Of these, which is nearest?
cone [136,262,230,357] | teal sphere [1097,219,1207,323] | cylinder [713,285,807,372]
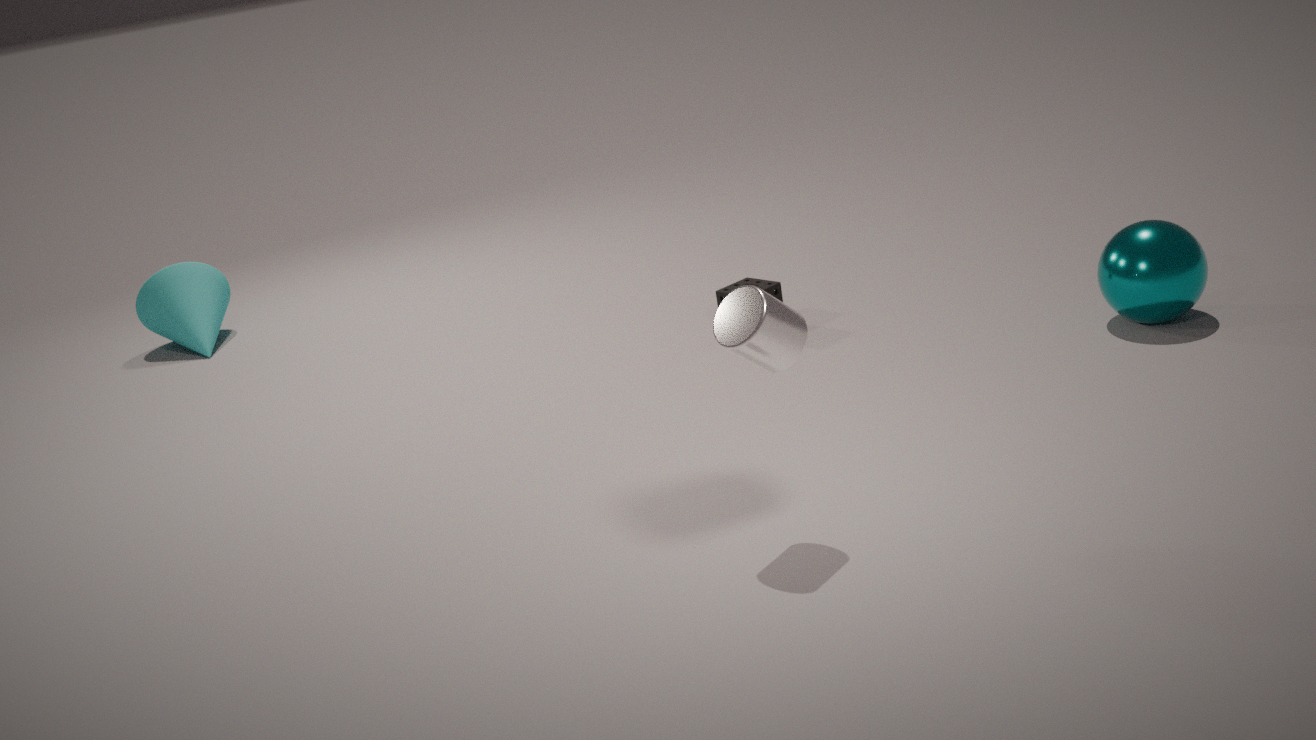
cylinder [713,285,807,372]
